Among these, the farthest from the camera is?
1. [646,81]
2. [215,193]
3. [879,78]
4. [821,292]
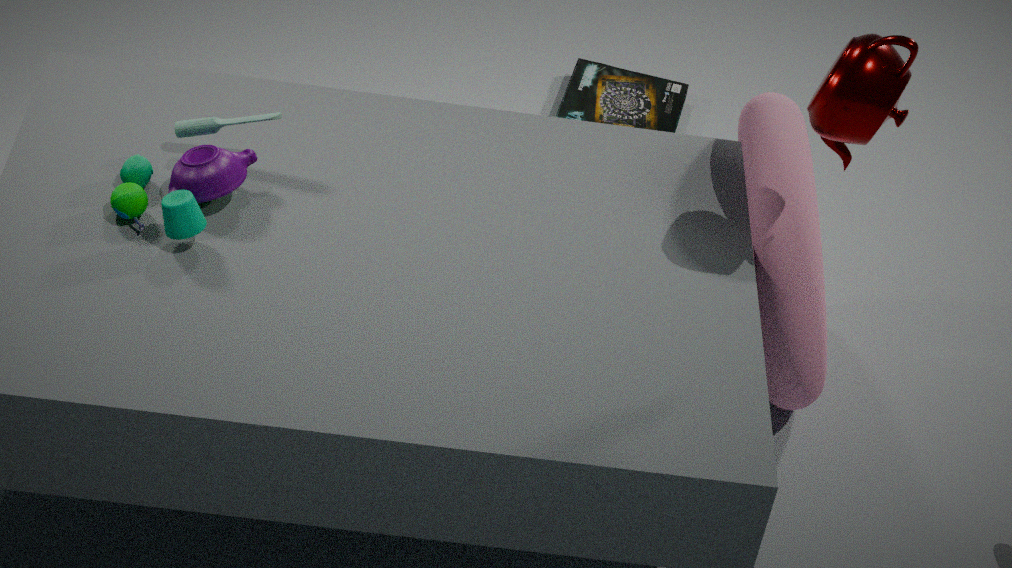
[646,81]
